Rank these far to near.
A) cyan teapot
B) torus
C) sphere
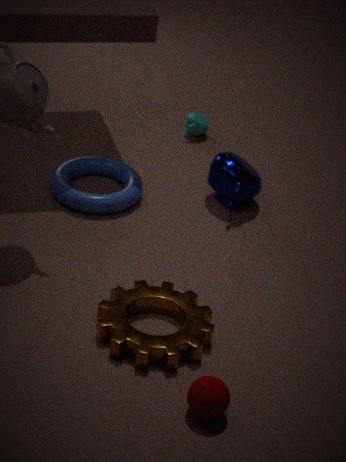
1. cyan teapot
2. torus
3. sphere
